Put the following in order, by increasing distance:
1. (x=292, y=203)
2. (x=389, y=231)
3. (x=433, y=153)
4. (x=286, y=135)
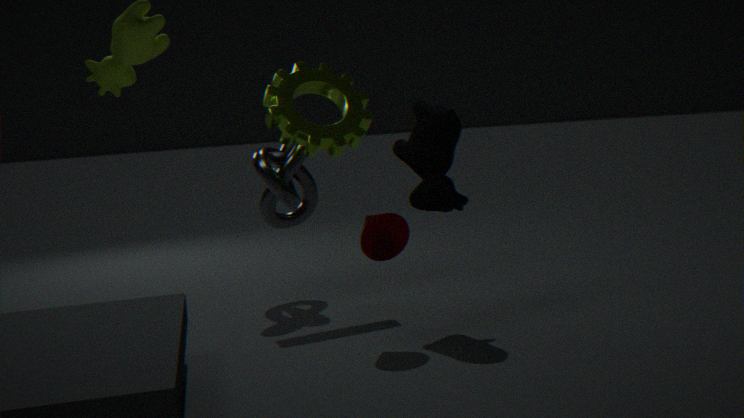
1. (x=389, y=231)
2. (x=433, y=153)
3. (x=286, y=135)
4. (x=292, y=203)
